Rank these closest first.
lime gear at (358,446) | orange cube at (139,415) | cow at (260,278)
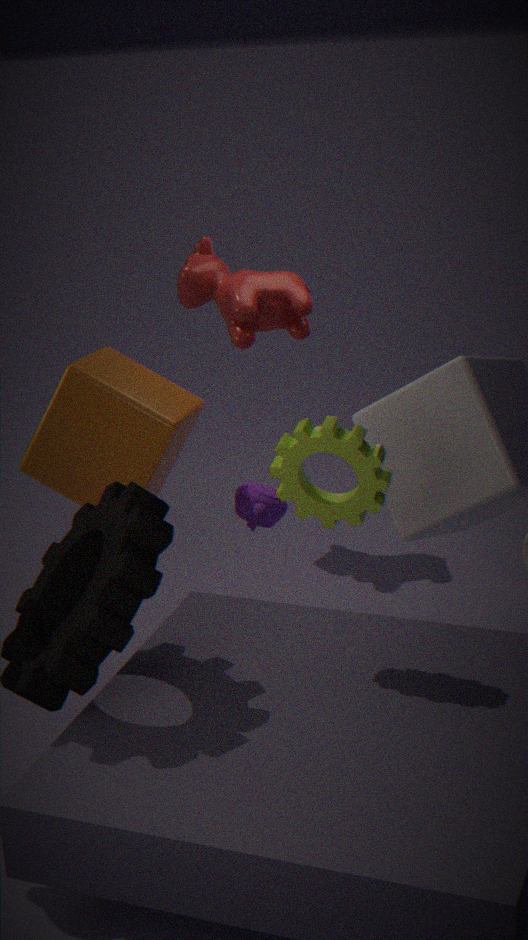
lime gear at (358,446) < orange cube at (139,415) < cow at (260,278)
